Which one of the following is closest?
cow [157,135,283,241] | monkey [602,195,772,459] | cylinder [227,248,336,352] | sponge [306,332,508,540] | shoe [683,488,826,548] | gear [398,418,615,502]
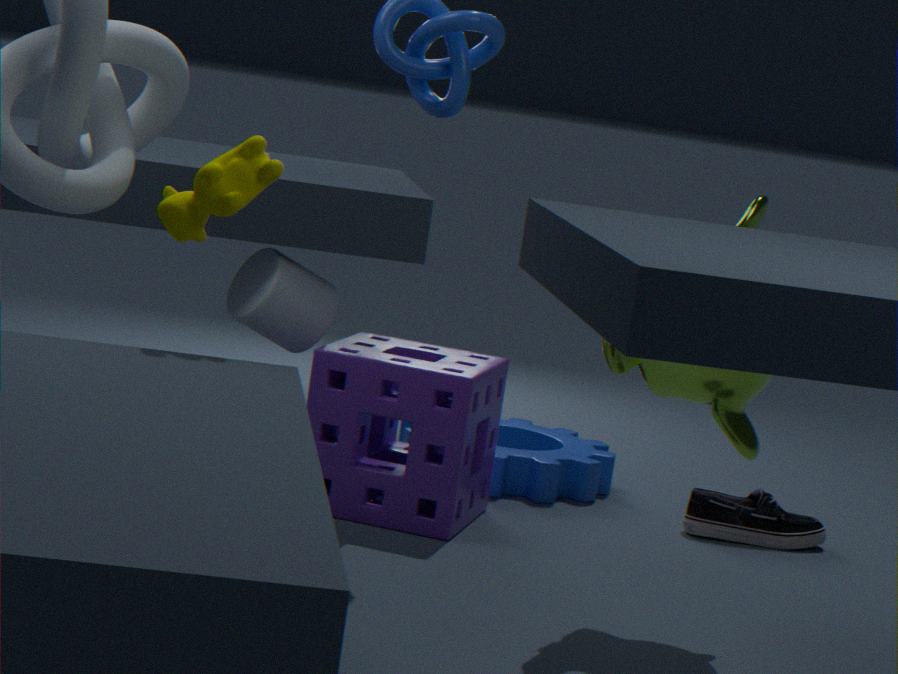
cow [157,135,283,241]
